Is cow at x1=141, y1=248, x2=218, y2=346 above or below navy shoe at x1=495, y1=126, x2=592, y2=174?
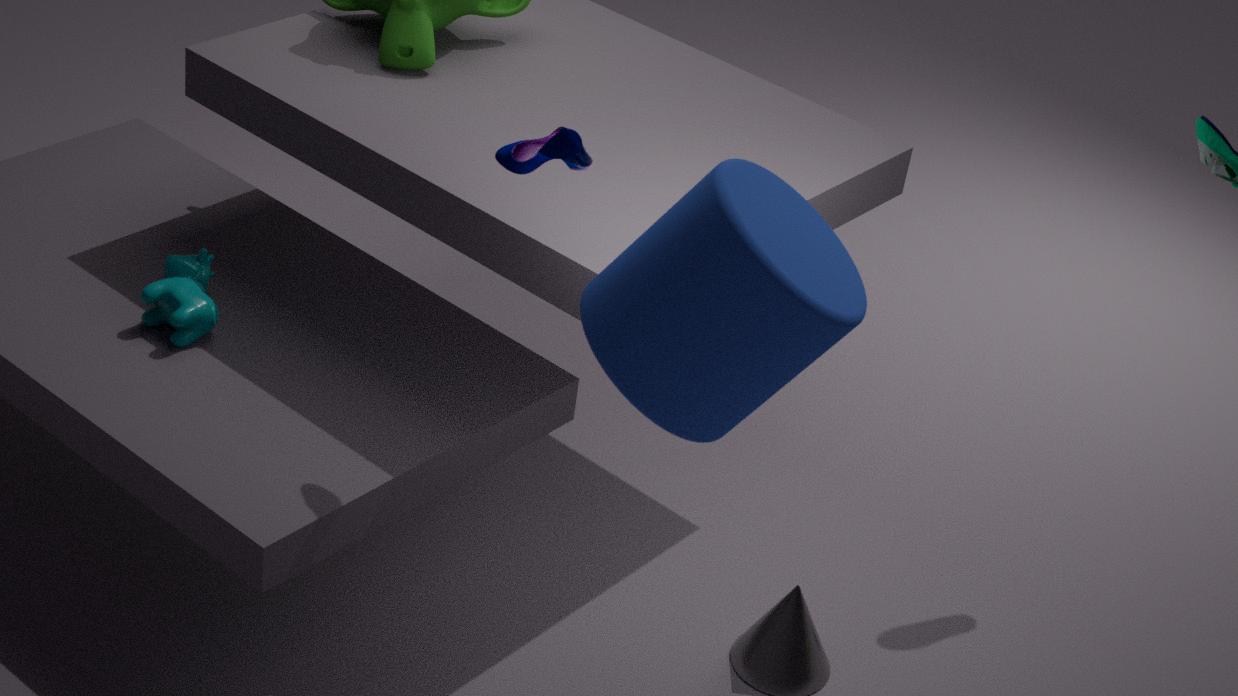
below
